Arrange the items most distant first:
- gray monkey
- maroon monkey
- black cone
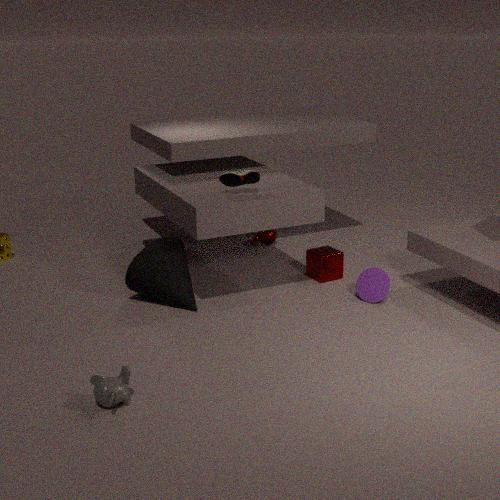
maroon monkey < black cone < gray monkey
